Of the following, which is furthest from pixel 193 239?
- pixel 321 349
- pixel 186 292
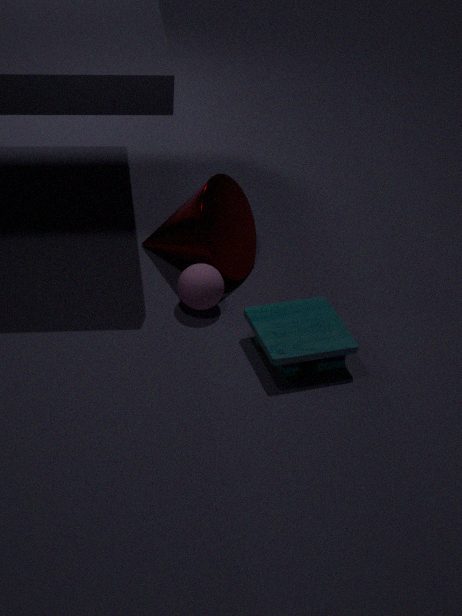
pixel 321 349
